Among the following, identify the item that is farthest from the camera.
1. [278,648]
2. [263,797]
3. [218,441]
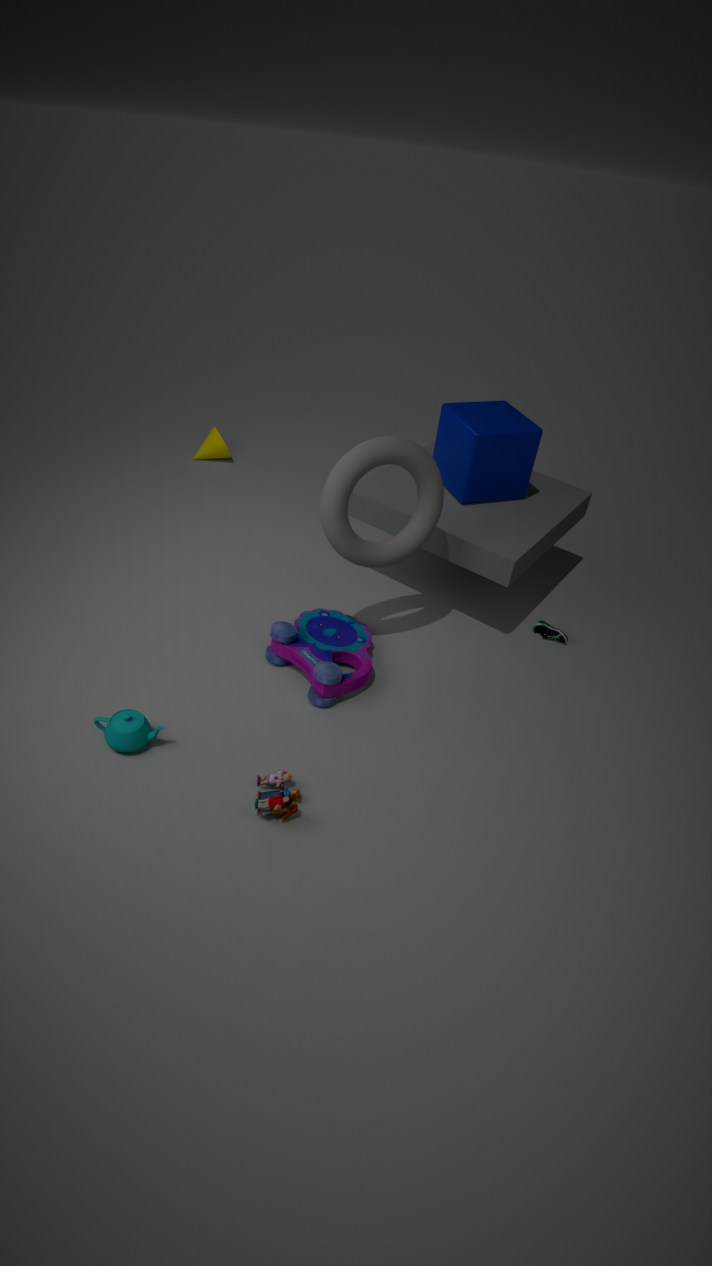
[218,441]
